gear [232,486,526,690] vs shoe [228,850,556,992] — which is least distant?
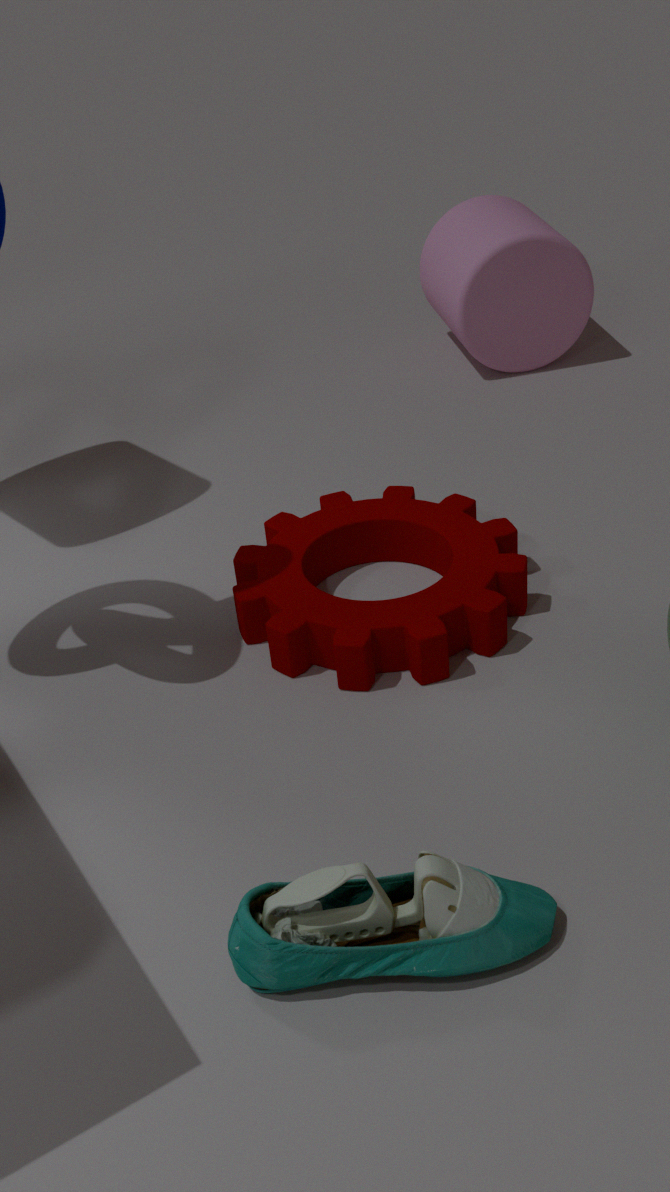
shoe [228,850,556,992]
